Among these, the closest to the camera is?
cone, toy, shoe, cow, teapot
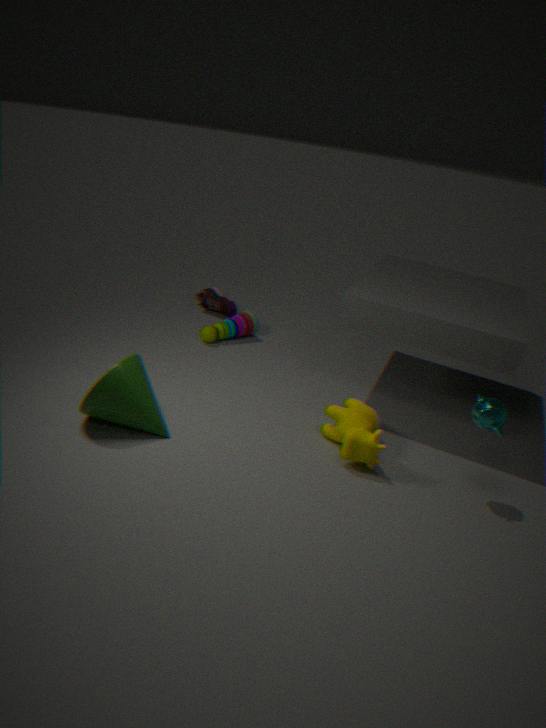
teapot
